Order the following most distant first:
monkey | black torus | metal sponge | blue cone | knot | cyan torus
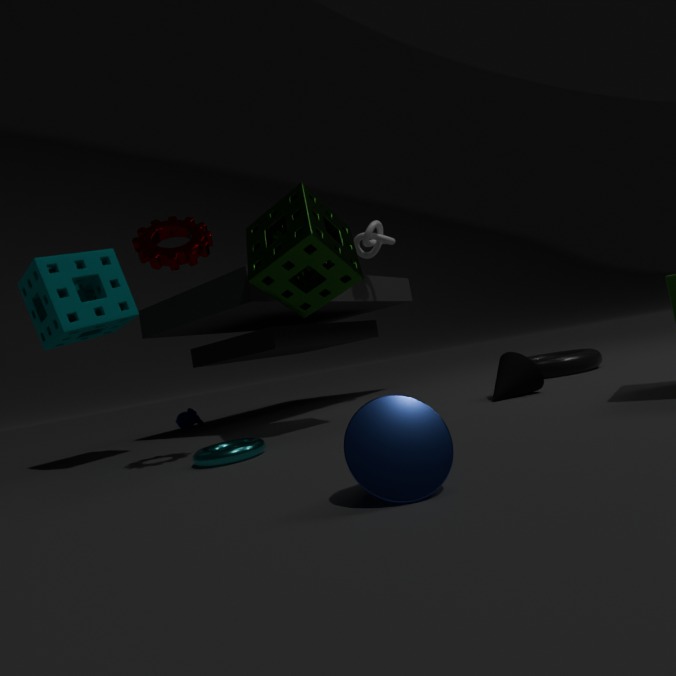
monkey, knot, black torus, metal sponge, cyan torus, blue cone
